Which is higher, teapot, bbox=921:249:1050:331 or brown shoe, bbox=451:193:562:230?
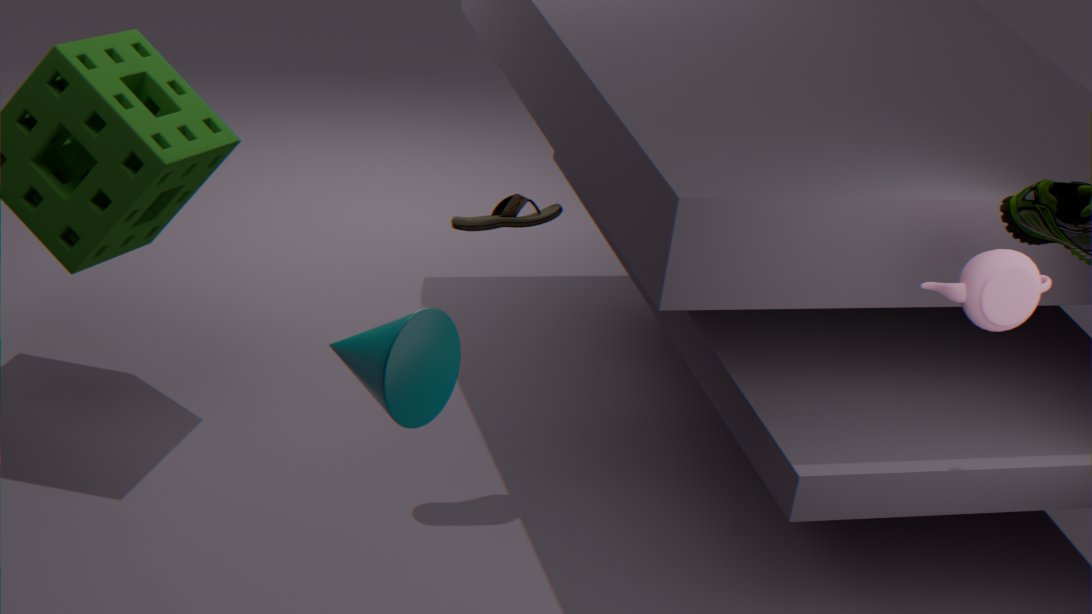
teapot, bbox=921:249:1050:331
